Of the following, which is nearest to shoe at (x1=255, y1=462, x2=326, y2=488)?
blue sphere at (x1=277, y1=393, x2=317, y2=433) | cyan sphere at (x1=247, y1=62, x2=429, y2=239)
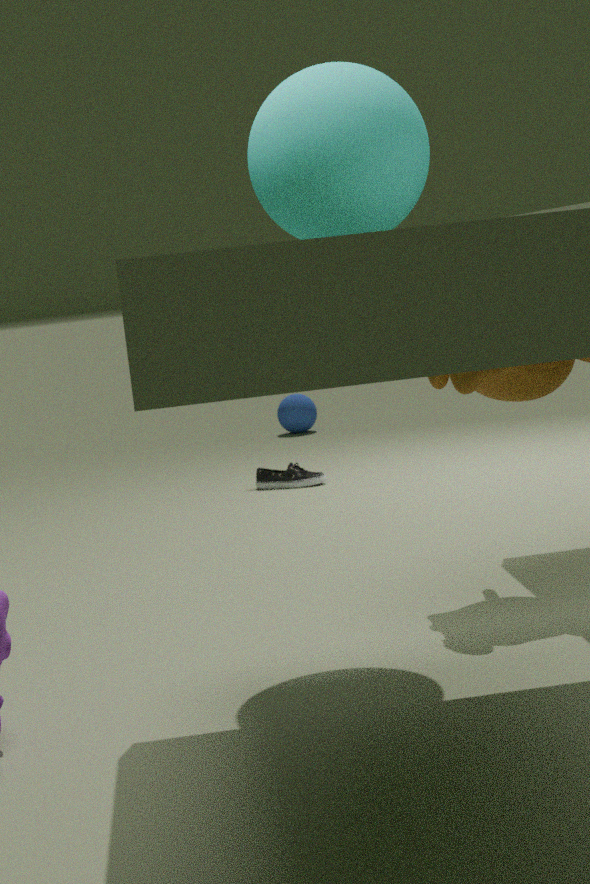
blue sphere at (x1=277, y1=393, x2=317, y2=433)
